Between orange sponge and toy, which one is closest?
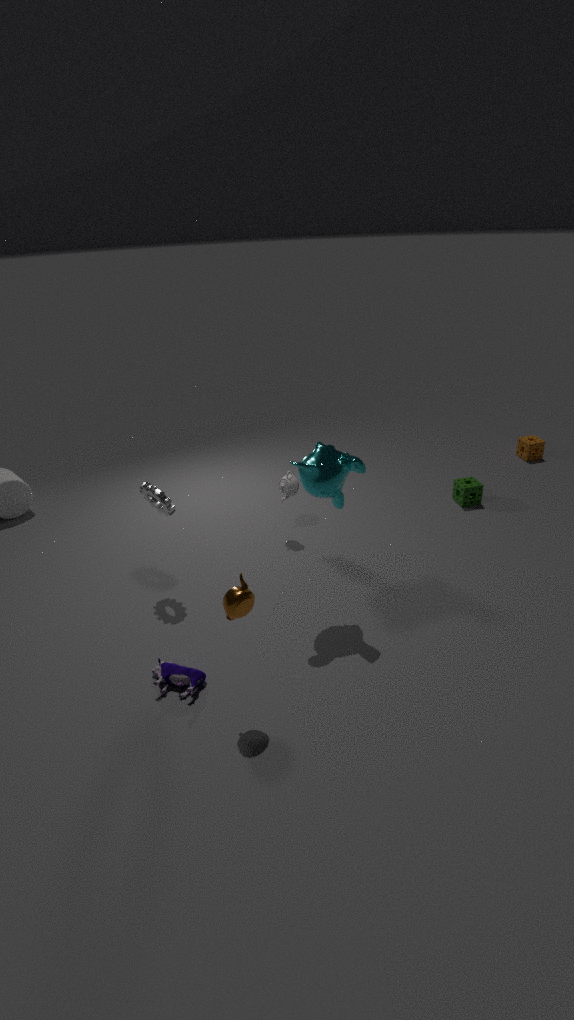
toy
